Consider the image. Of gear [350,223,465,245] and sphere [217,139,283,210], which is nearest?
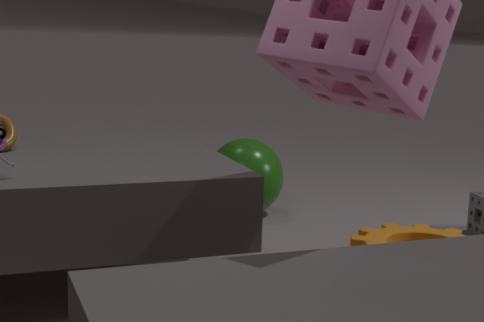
gear [350,223,465,245]
